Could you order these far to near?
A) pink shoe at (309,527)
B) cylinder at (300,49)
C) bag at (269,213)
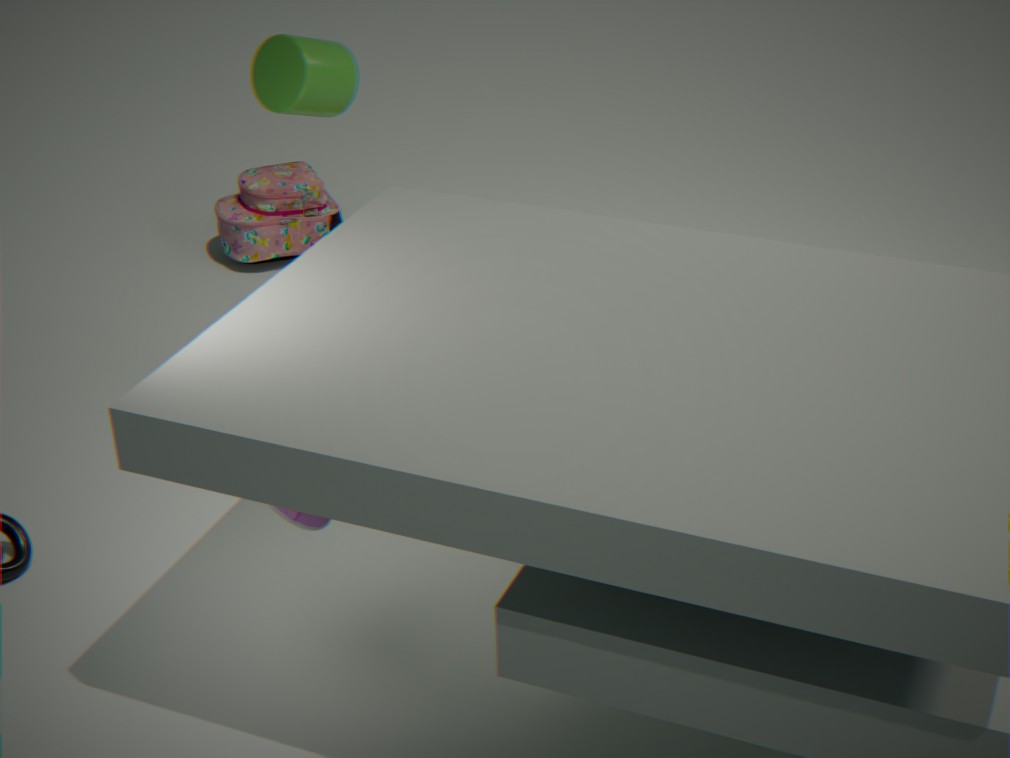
1. bag at (269,213)
2. cylinder at (300,49)
3. pink shoe at (309,527)
